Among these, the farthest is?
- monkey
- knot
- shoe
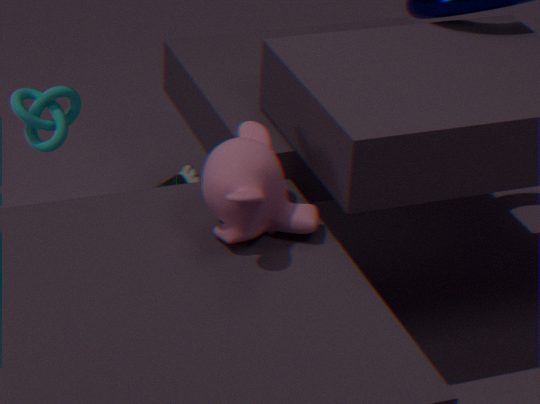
shoe
